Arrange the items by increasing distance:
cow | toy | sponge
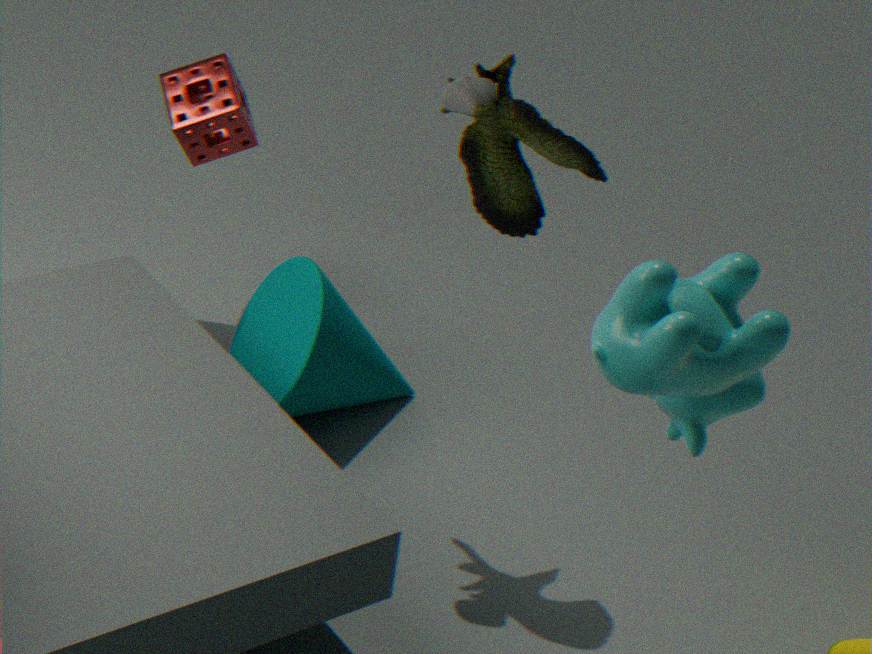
cow < toy < sponge
